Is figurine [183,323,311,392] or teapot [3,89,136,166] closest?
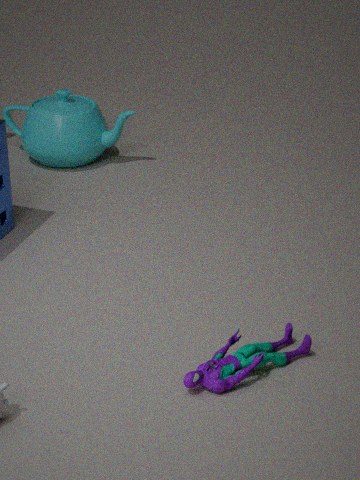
figurine [183,323,311,392]
